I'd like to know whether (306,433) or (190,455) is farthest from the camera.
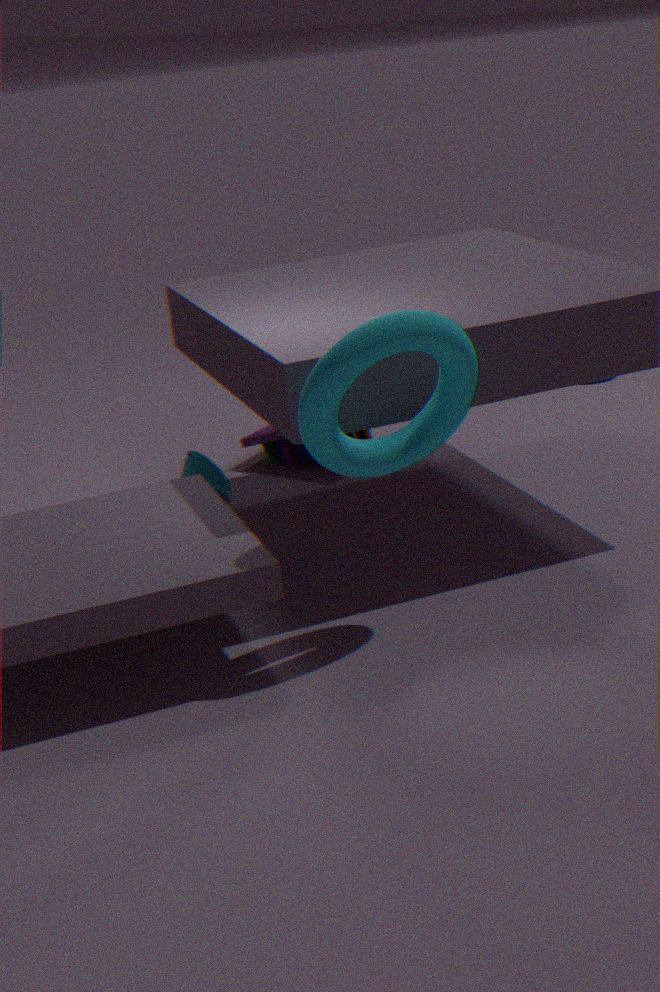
(190,455)
